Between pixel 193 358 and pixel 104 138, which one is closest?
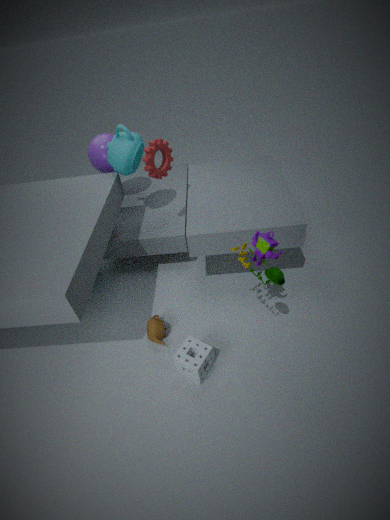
pixel 193 358
